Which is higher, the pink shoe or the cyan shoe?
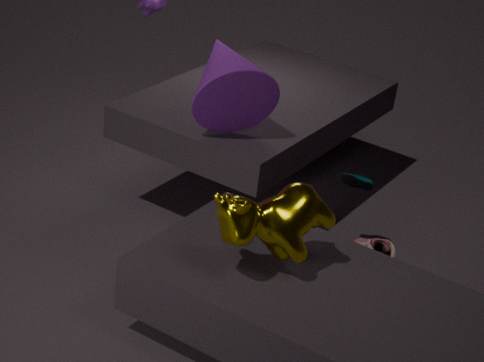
the cyan shoe
